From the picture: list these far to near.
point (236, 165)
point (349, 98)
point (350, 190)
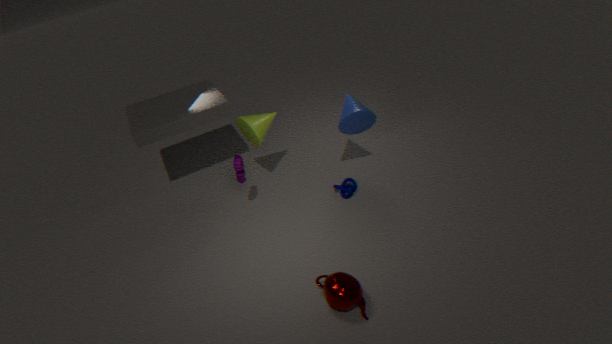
1. point (349, 98)
2. point (350, 190)
3. point (236, 165)
